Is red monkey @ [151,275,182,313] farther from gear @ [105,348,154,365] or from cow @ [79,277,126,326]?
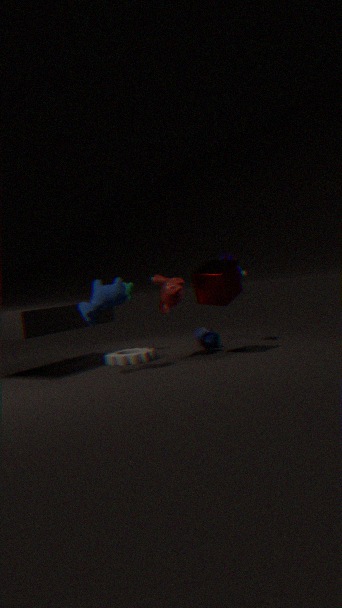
gear @ [105,348,154,365]
